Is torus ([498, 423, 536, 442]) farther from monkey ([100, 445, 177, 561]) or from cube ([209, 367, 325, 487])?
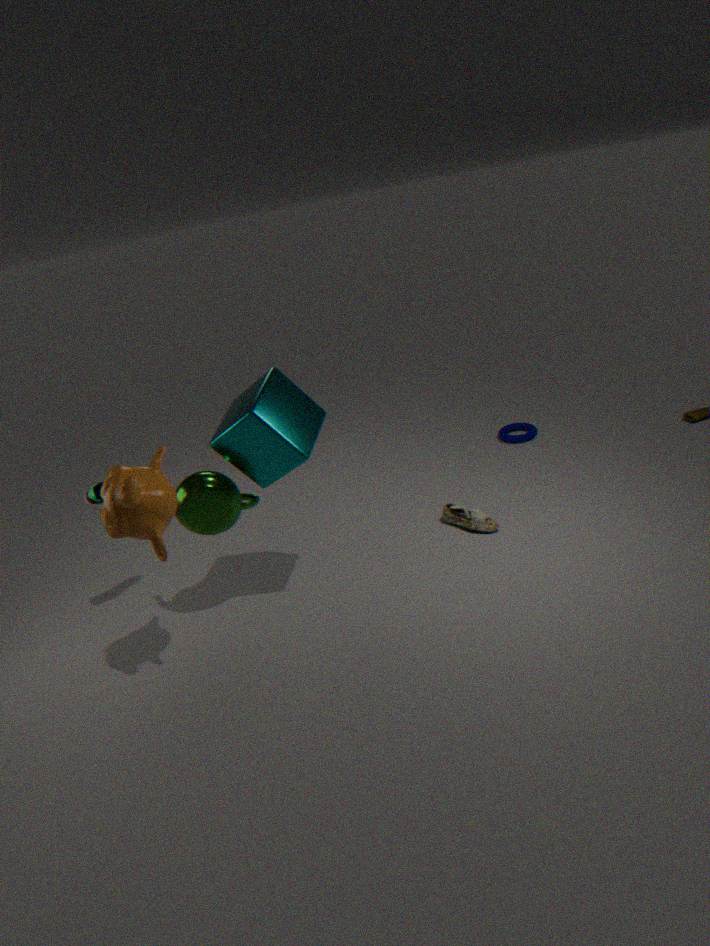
monkey ([100, 445, 177, 561])
